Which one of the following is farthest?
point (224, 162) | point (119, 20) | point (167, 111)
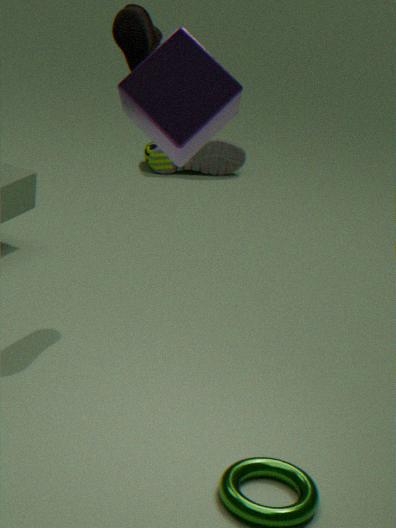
point (224, 162)
